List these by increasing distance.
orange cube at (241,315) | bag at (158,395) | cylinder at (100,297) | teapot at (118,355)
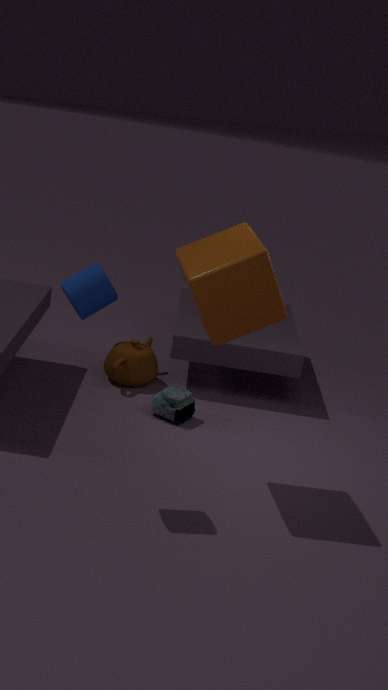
cylinder at (100,297), orange cube at (241,315), bag at (158,395), teapot at (118,355)
